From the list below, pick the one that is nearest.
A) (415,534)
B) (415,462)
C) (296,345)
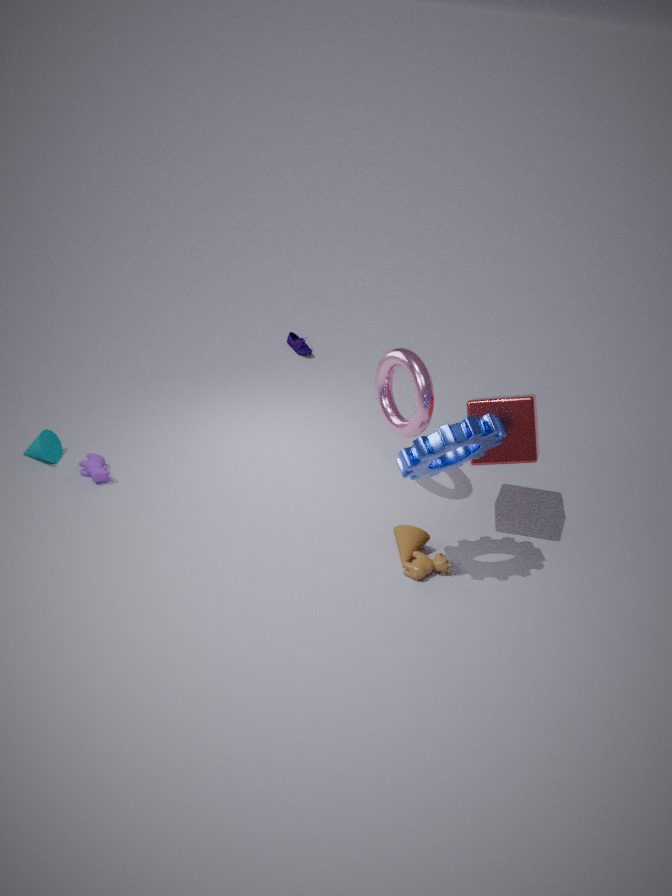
(415,462)
